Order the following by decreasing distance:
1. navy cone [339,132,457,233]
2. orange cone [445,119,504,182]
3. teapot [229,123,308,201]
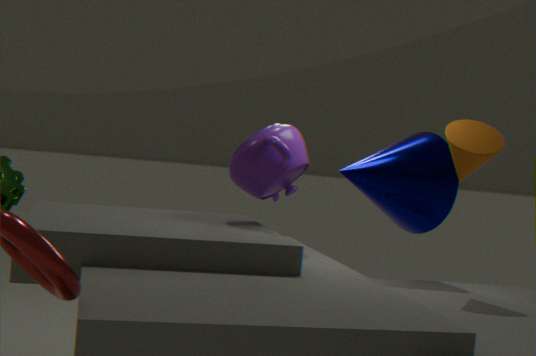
navy cone [339,132,457,233] → teapot [229,123,308,201] → orange cone [445,119,504,182]
